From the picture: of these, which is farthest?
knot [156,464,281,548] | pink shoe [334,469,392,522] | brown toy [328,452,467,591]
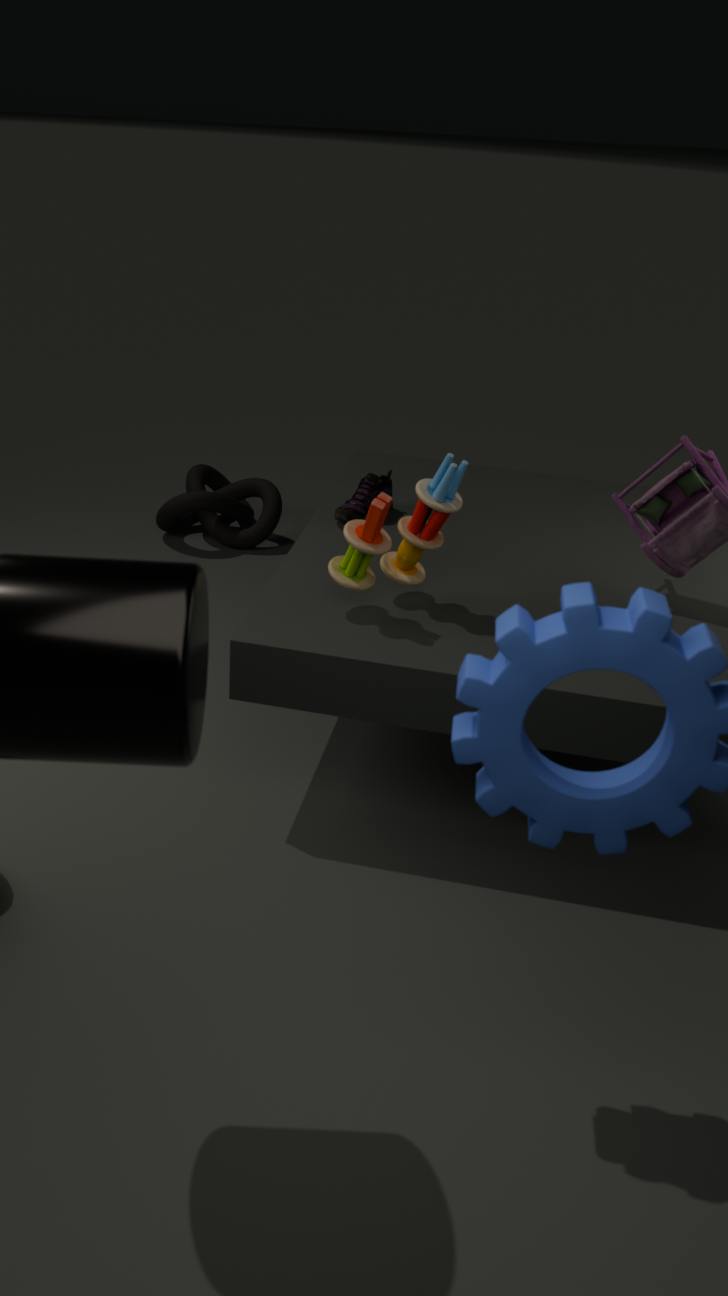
knot [156,464,281,548]
